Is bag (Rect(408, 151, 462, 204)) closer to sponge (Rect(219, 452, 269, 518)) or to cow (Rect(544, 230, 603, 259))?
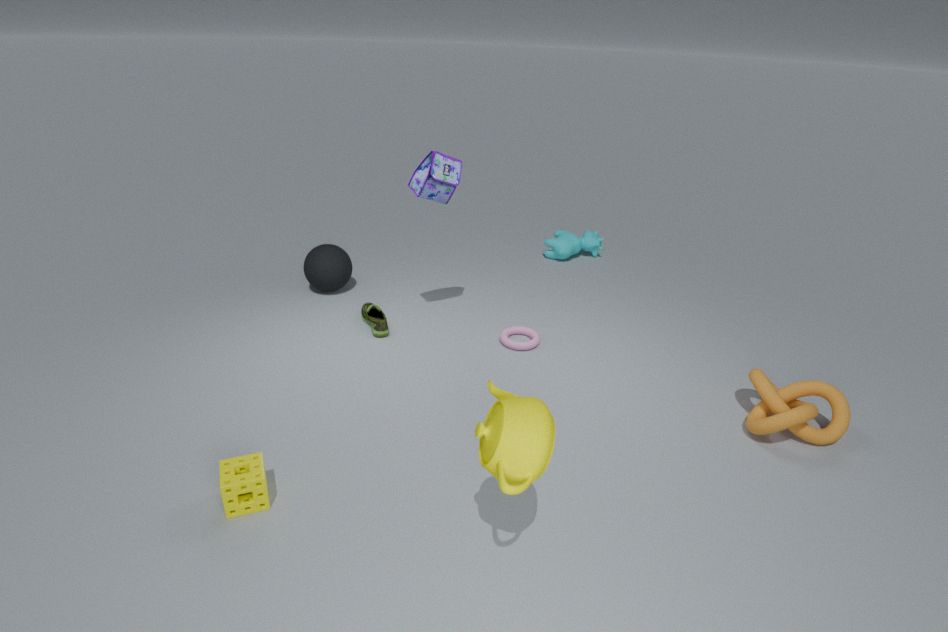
cow (Rect(544, 230, 603, 259))
